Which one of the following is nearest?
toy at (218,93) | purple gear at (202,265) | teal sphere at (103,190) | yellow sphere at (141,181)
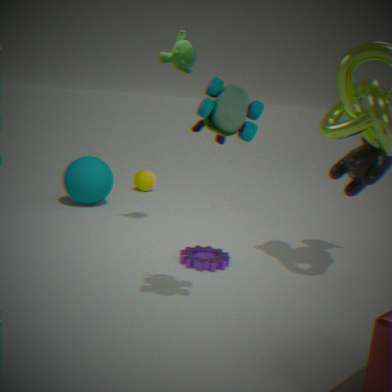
toy at (218,93)
